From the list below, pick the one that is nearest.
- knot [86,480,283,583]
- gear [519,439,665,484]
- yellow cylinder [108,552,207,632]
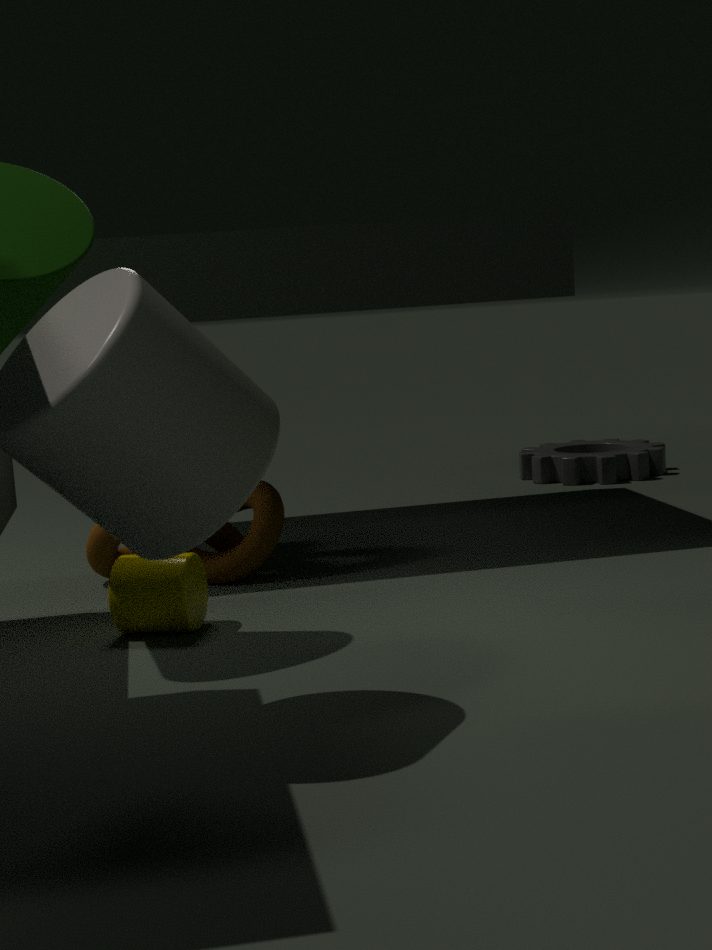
yellow cylinder [108,552,207,632]
